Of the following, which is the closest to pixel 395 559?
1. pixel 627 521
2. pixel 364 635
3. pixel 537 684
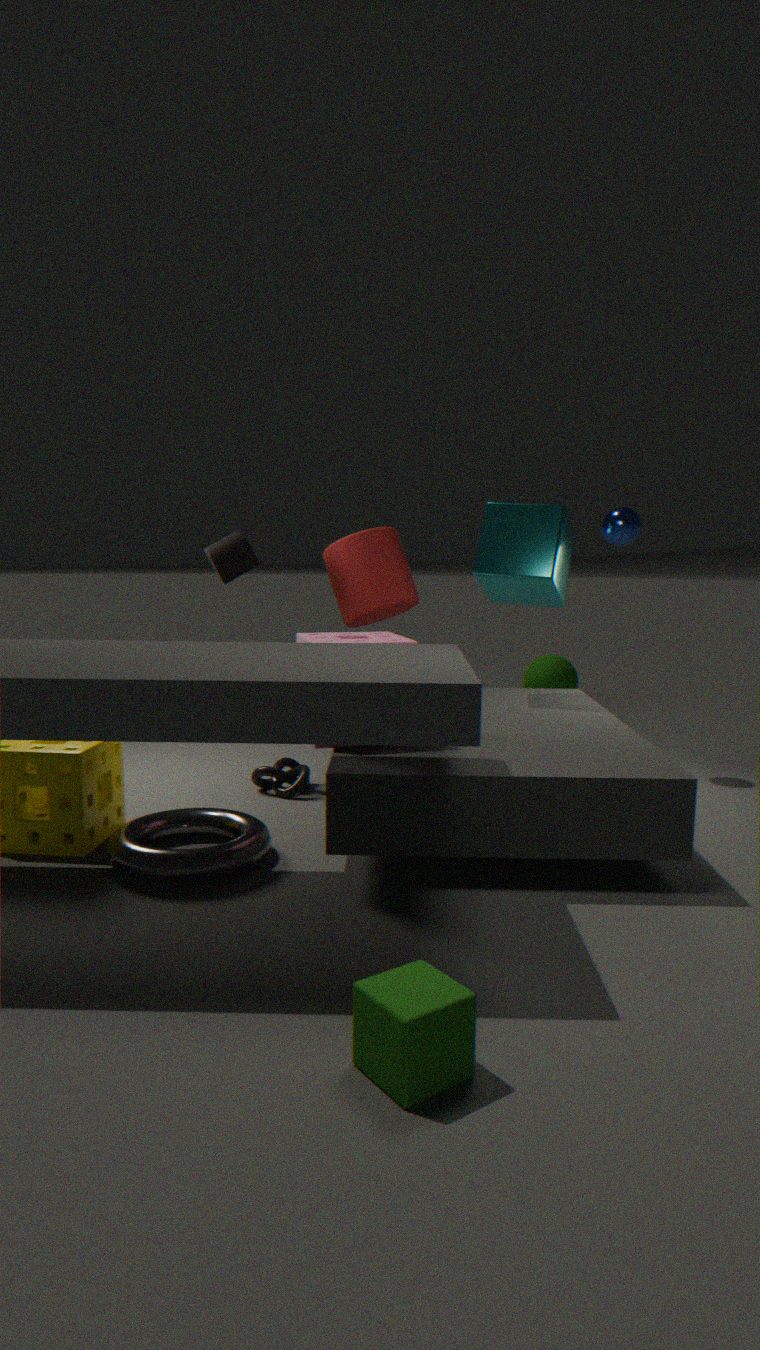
pixel 364 635
